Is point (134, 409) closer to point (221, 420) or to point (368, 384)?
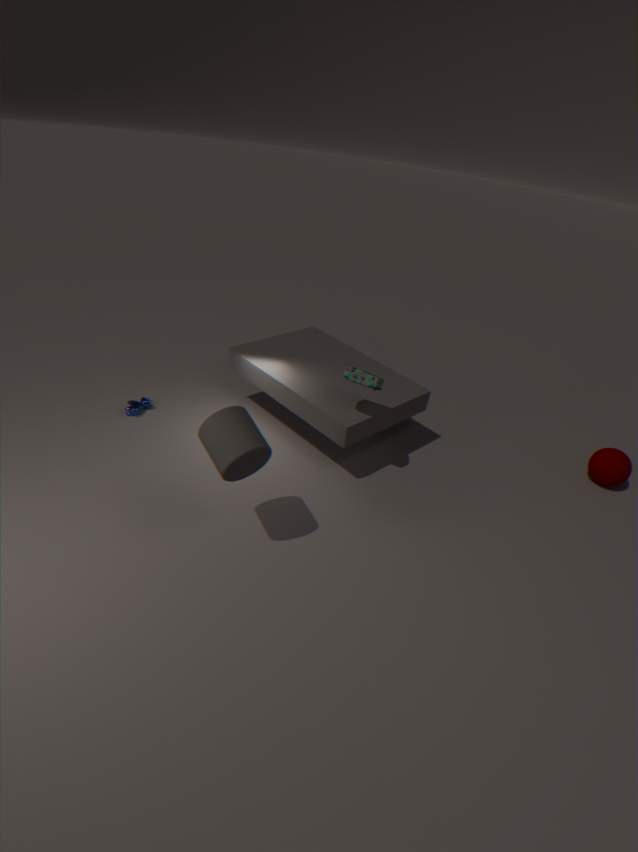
point (221, 420)
